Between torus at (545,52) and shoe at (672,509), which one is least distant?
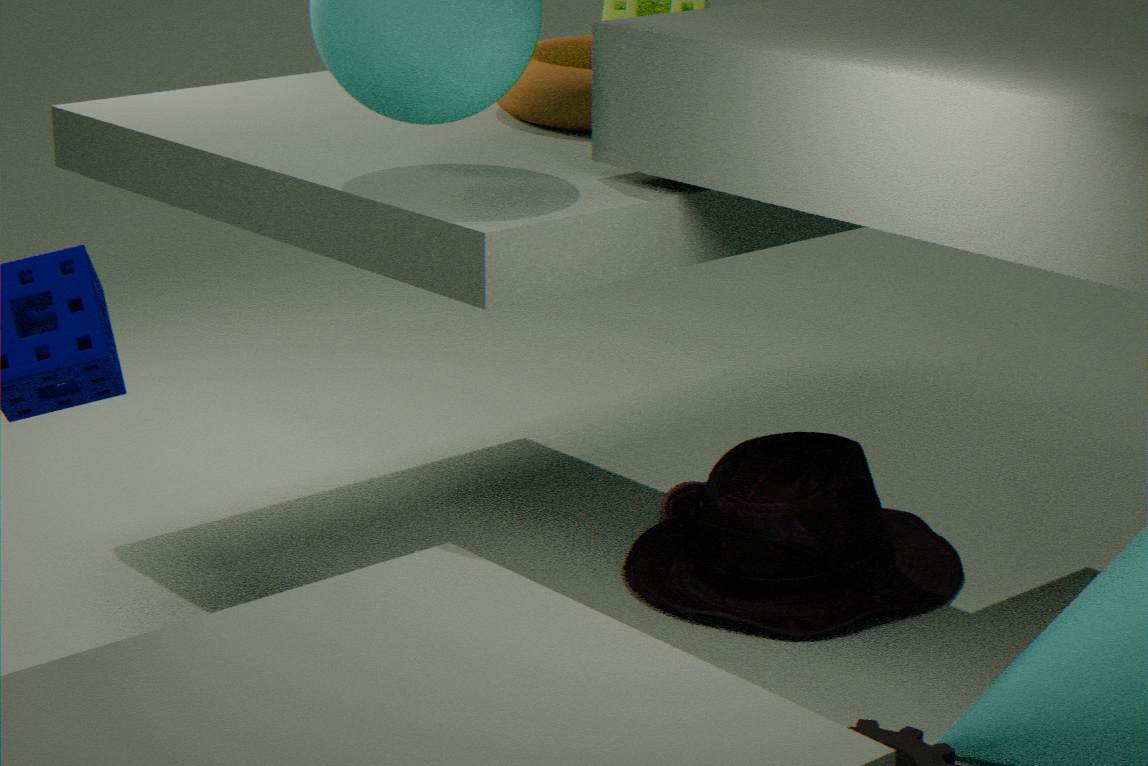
torus at (545,52)
